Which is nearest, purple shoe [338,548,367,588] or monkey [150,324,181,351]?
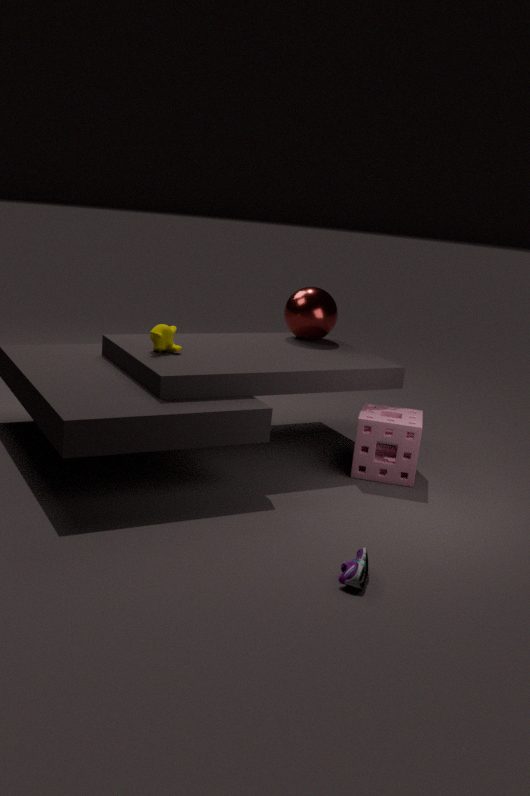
purple shoe [338,548,367,588]
